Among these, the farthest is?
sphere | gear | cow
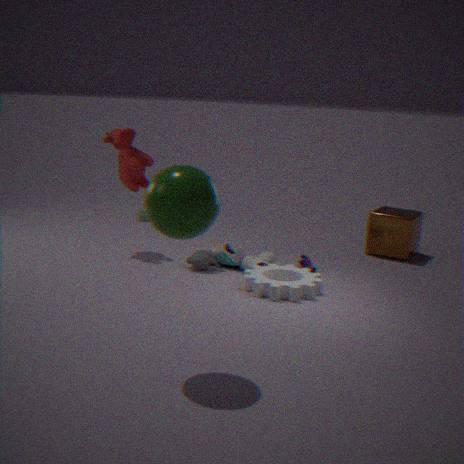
cow
